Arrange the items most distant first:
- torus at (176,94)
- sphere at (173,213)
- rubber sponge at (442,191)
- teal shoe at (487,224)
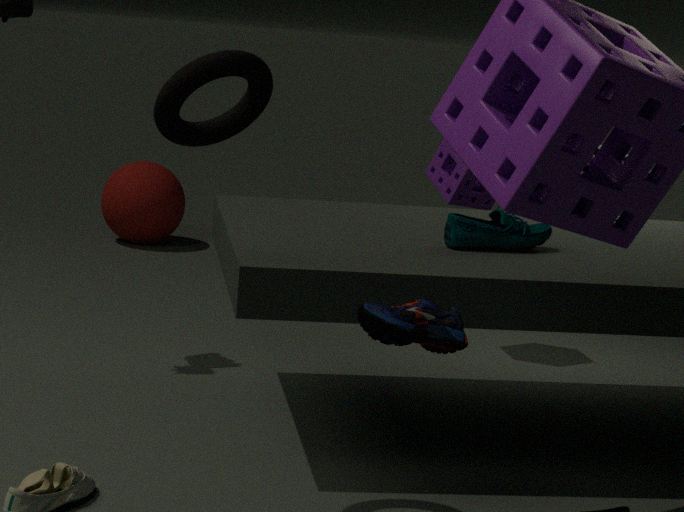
sphere at (173,213) → rubber sponge at (442,191) → teal shoe at (487,224) → torus at (176,94)
